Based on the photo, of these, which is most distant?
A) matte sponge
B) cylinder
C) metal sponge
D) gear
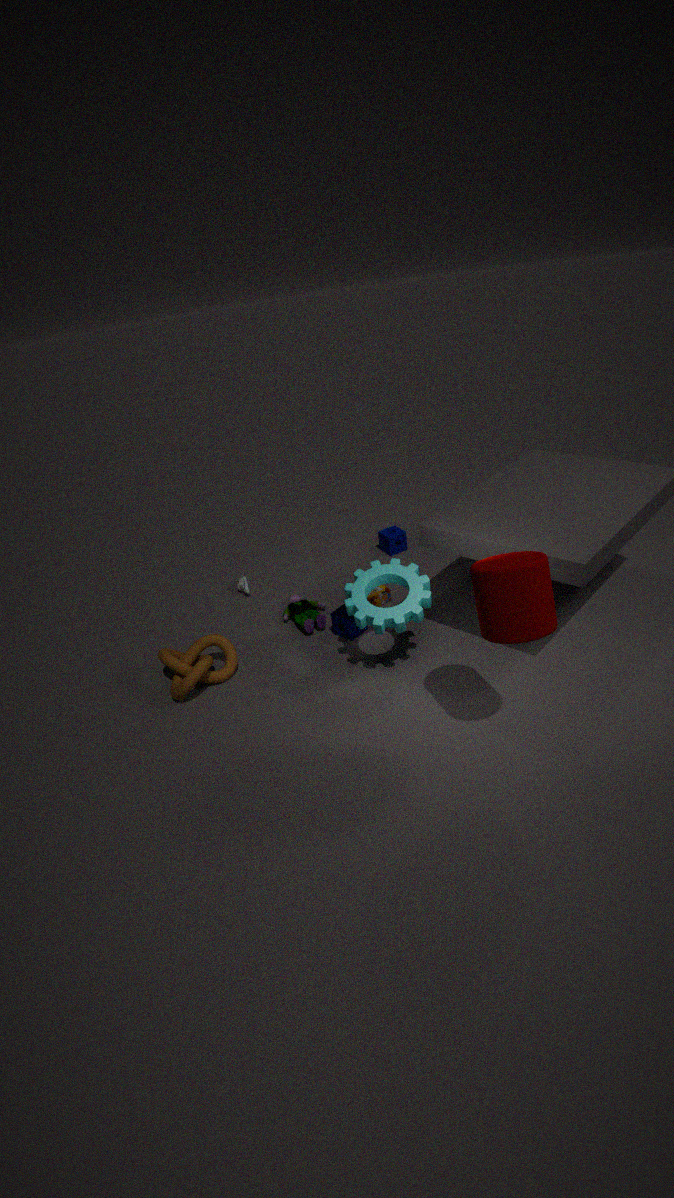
A. matte sponge
